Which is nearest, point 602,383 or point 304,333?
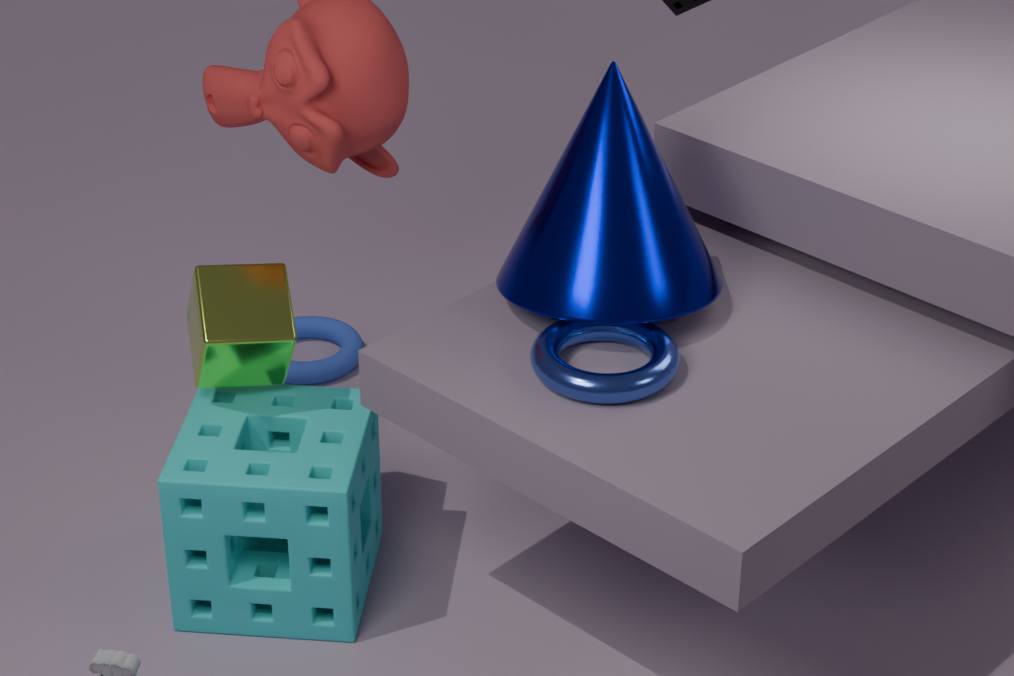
point 602,383
